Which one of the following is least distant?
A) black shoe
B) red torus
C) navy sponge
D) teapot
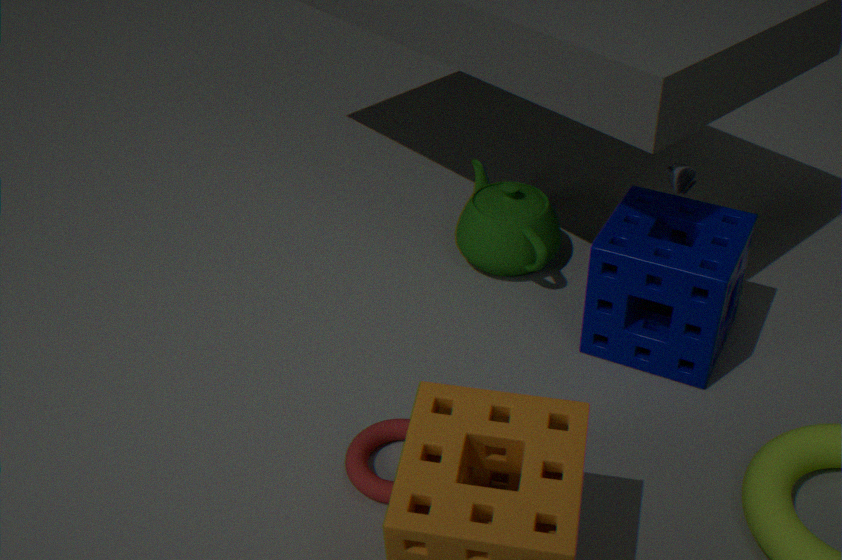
red torus
